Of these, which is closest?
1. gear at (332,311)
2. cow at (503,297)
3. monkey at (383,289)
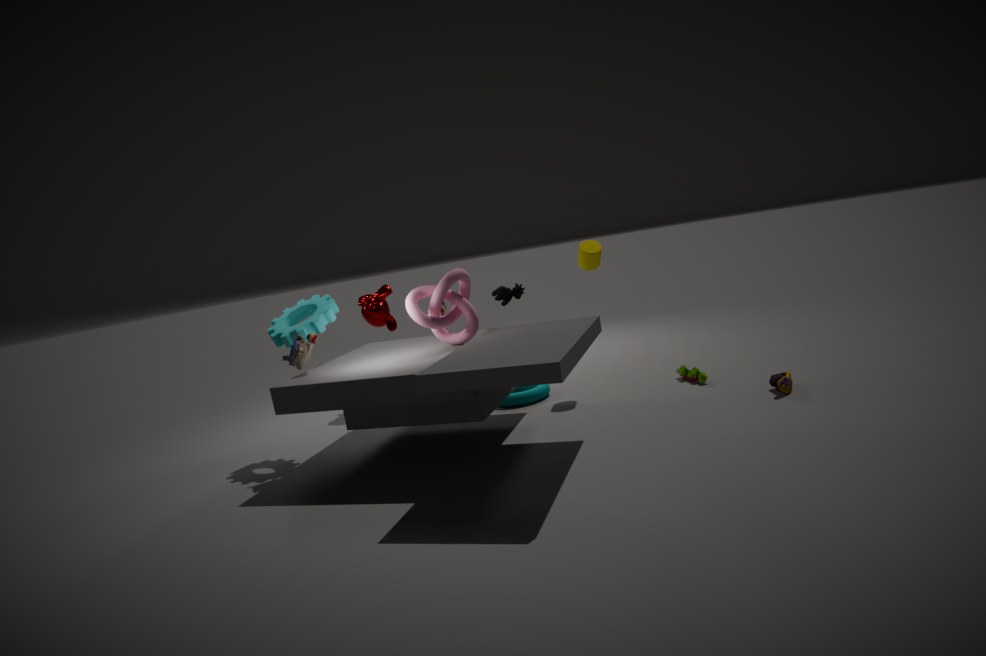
gear at (332,311)
